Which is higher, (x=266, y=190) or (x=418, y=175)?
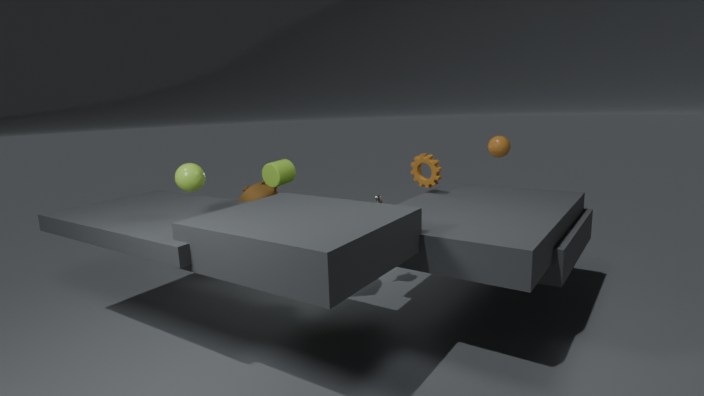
(x=418, y=175)
